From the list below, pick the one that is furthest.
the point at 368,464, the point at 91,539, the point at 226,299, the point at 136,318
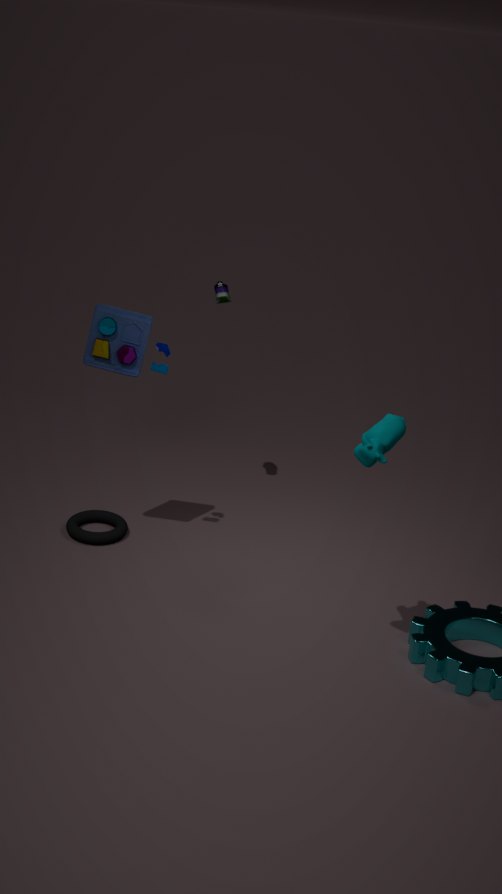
the point at 226,299
